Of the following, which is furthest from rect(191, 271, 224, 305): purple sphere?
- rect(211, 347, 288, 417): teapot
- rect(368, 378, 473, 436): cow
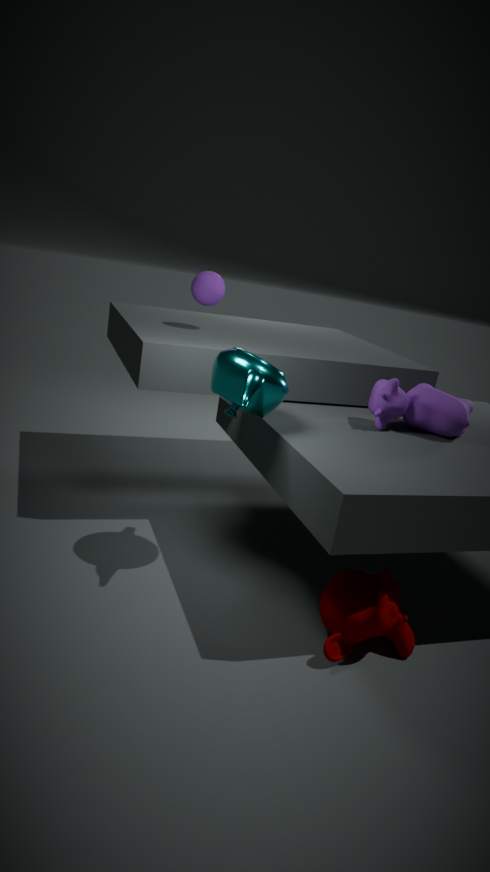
rect(368, 378, 473, 436): cow
